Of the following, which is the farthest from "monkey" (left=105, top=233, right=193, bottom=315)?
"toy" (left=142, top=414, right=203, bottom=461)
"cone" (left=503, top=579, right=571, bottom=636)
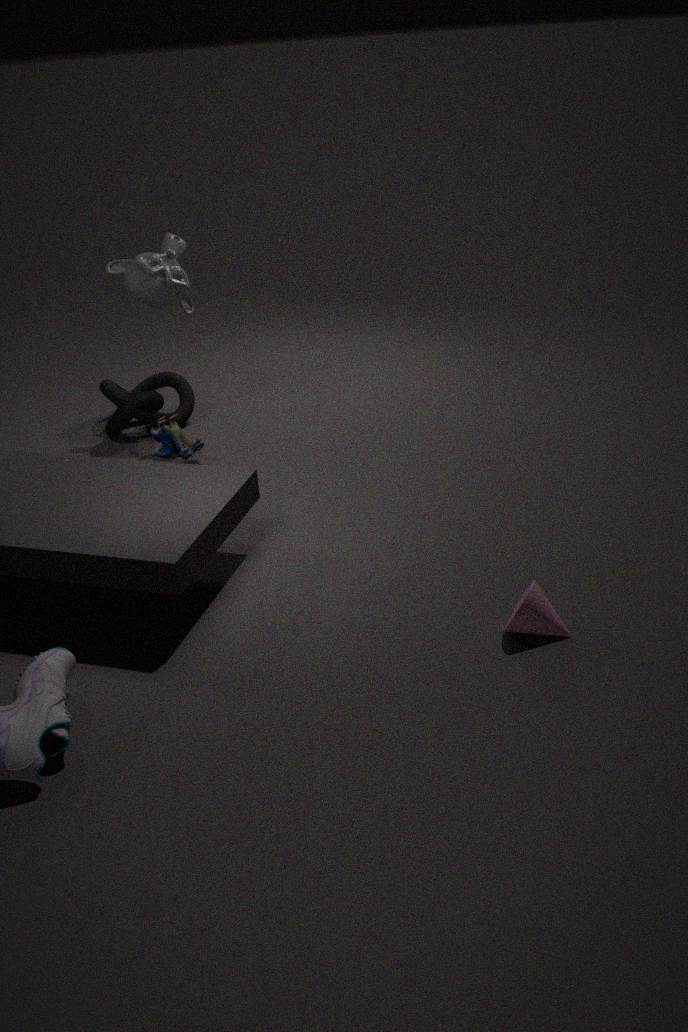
"cone" (left=503, top=579, right=571, bottom=636)
